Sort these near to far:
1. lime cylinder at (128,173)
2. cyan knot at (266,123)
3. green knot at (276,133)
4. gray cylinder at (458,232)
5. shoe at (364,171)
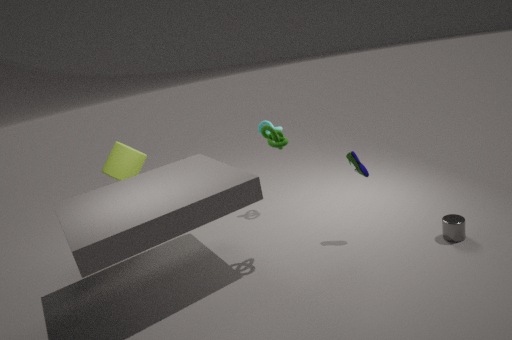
green knot at (276,133) → gray cylinder at (458,232) → shoe at (364,171) → lime cylinder at (128,173) → cyan knot at (266,123)
